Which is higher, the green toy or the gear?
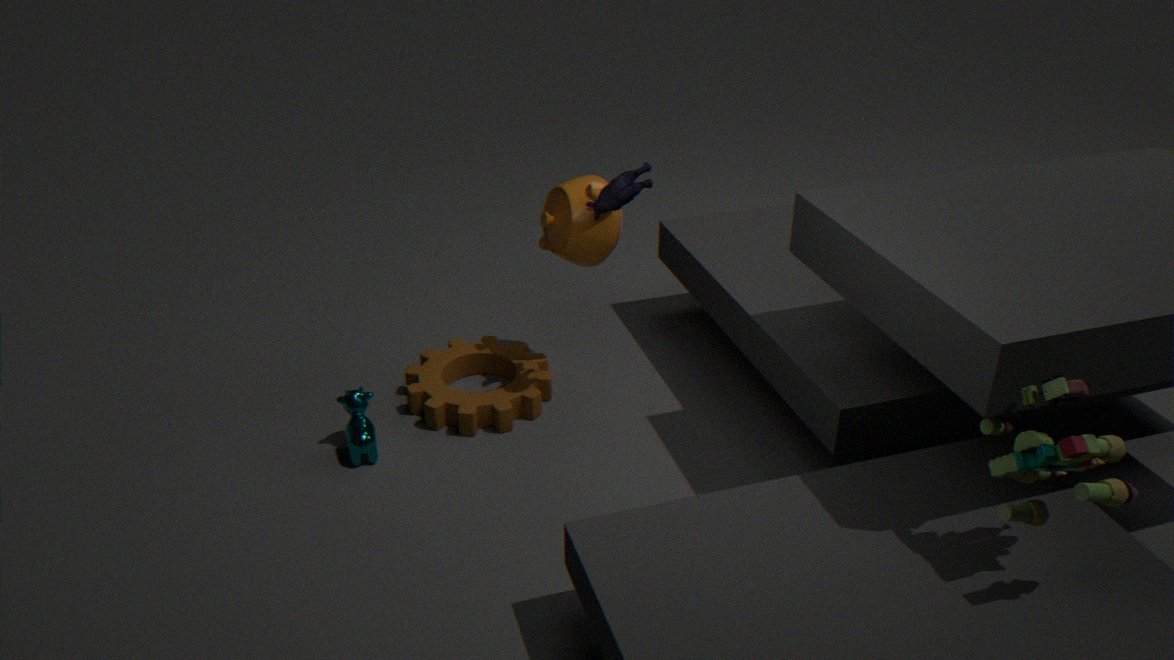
the green toy
